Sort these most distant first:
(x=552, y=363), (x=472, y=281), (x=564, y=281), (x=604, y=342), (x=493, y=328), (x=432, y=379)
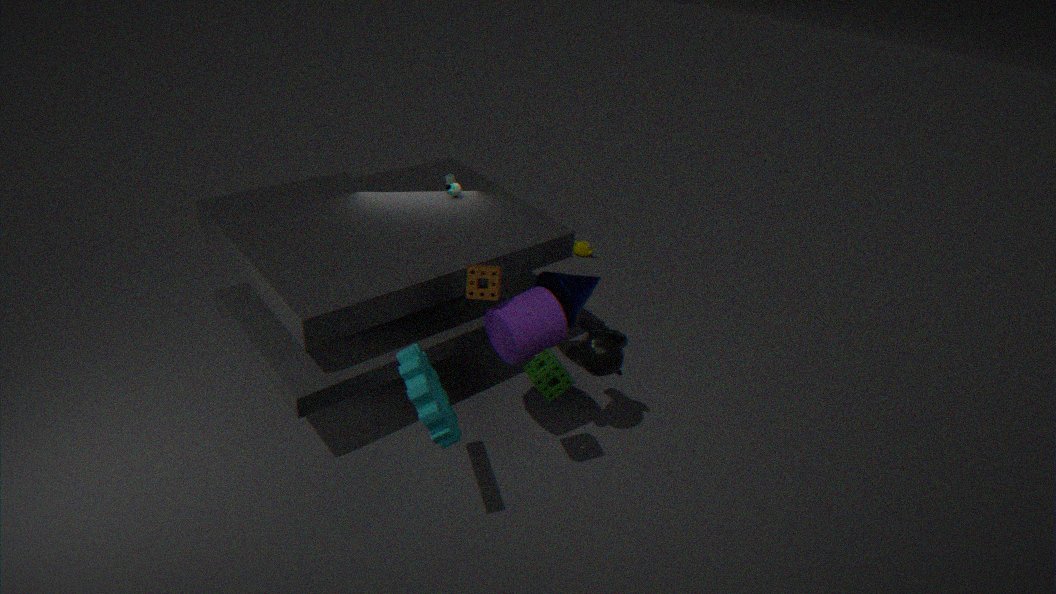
(x=564, y=281)
(x=604, y=342)
(x=493, y=328)
(x=472, y=281)
(x=552, y=363)
(x=432, y=379)
